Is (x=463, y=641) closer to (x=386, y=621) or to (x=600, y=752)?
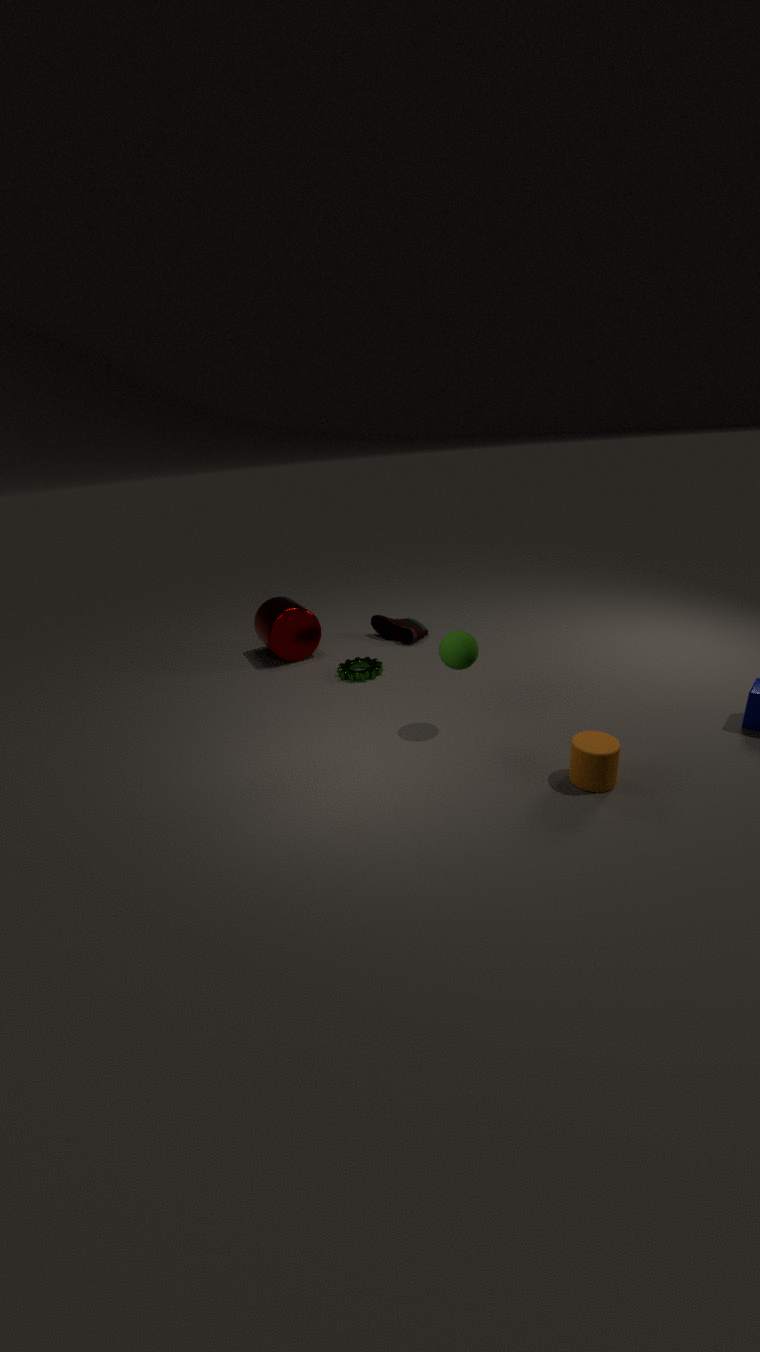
(x=600, y=752)
